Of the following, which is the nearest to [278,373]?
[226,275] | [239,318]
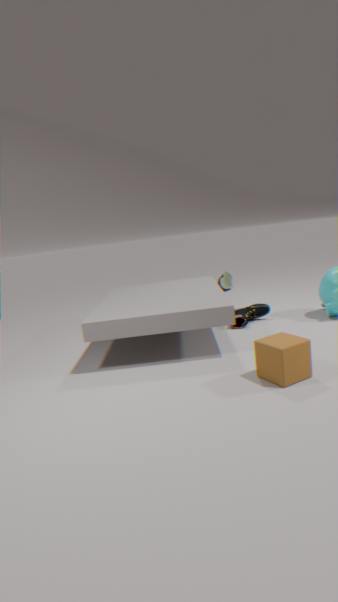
[239,318]
